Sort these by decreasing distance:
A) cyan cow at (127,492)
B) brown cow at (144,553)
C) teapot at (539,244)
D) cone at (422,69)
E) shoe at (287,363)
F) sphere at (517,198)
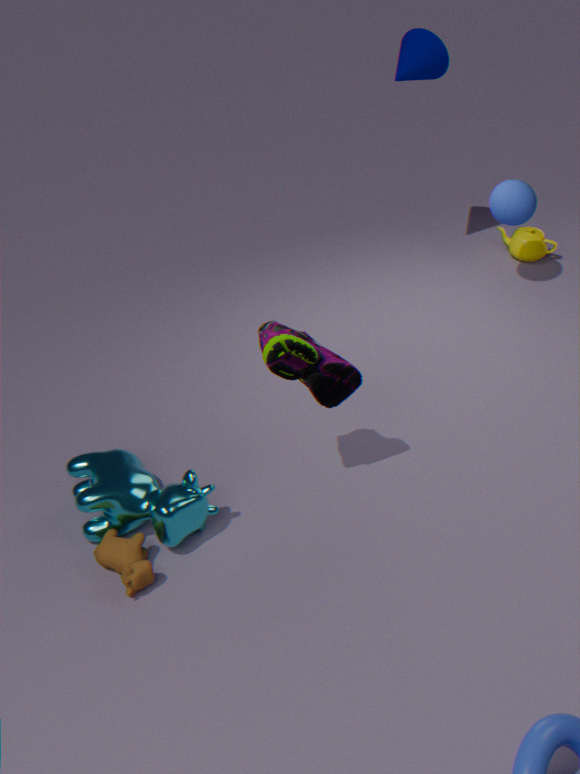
1. teapot at (539,244)
2. sphere at (517,198)
3. cone at (422,69)
4. cyan cow at (127,492)
5. brown cow at (144,553)
6. shoe at (287,363)
